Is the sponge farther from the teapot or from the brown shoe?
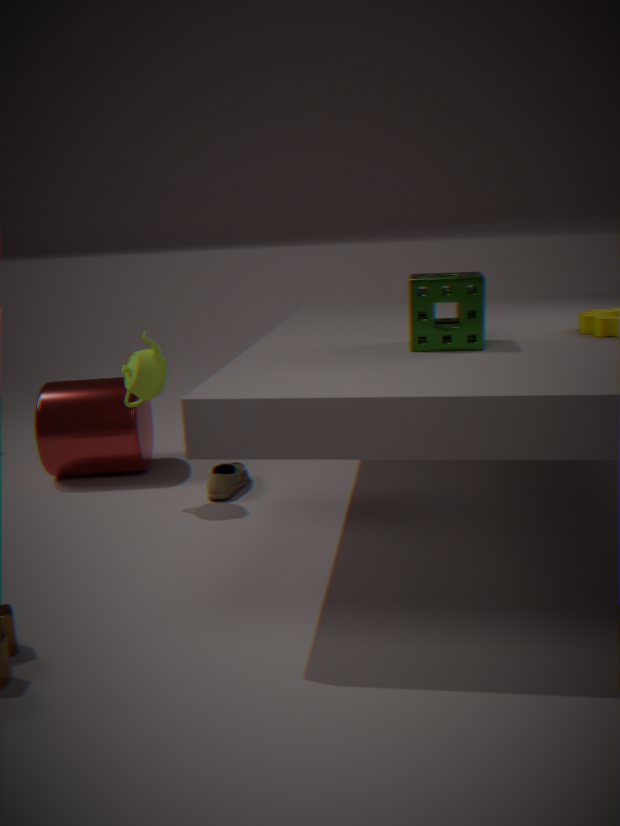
the brown shoe
